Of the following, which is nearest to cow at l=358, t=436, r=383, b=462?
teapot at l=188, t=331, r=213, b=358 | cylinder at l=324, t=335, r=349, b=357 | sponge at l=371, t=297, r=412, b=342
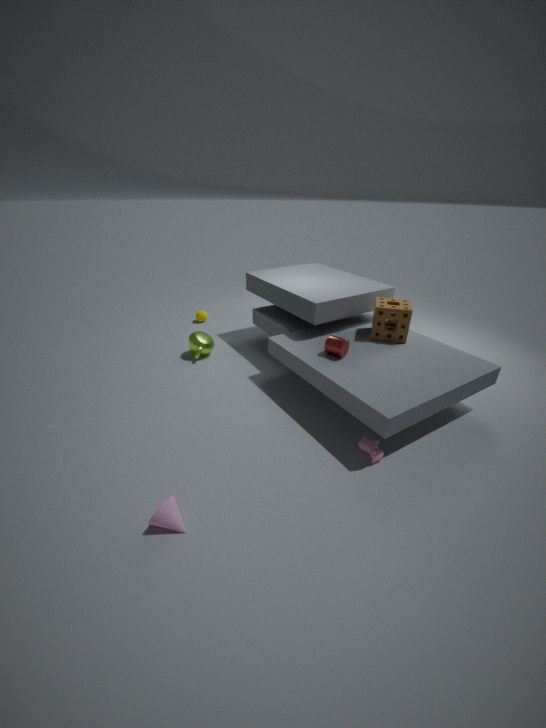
cylinder at l=324, t=335, r=349, b=357
